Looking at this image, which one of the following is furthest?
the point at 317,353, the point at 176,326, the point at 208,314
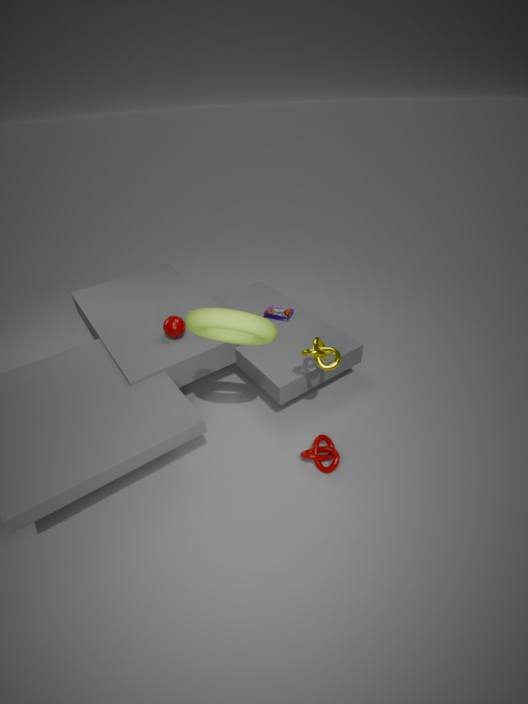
the point at 176,326
